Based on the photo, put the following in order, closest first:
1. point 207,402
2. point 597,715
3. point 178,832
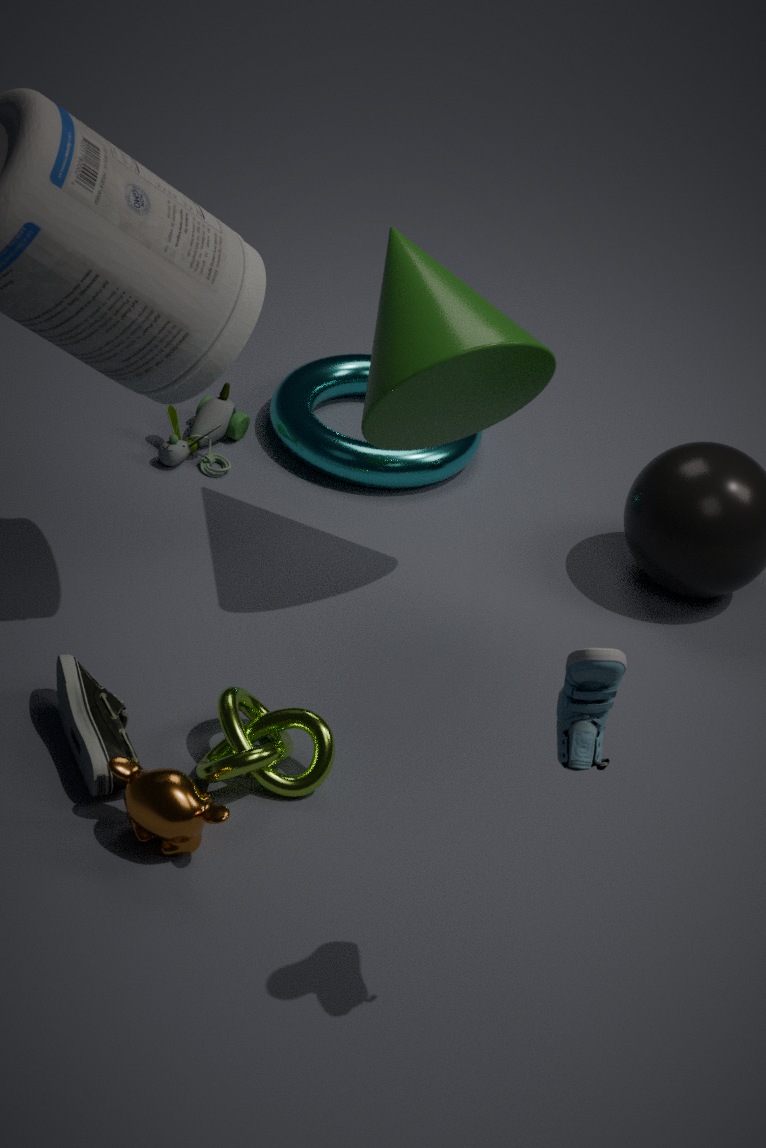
point 597,715
point 178,832
point 207,402
